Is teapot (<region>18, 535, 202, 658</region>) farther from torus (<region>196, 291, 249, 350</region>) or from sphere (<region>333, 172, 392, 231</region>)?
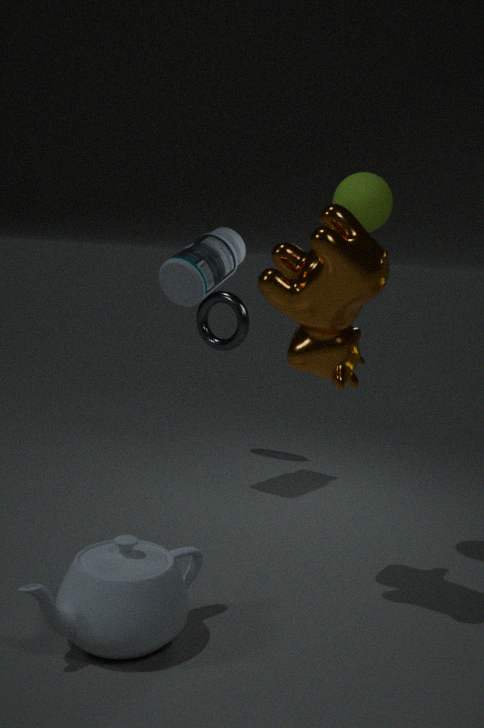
torus (<region>196, 291, 249, 350</region>)
